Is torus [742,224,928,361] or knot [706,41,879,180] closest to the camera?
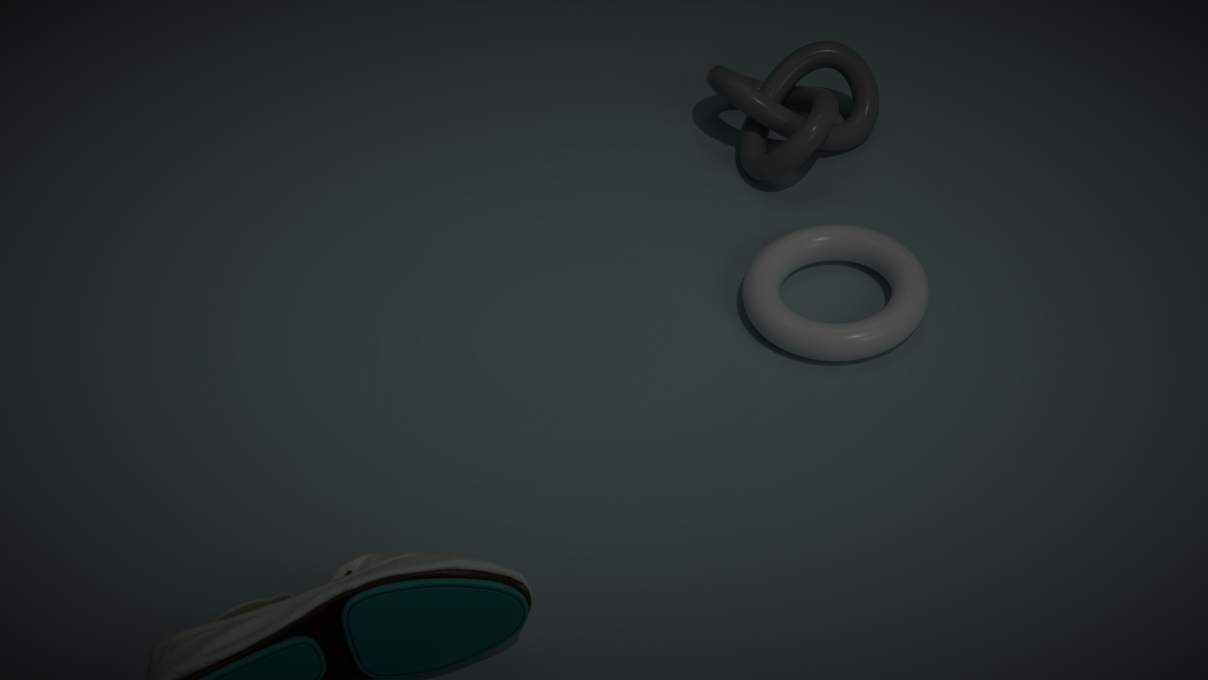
torus [742,224,928,361]
